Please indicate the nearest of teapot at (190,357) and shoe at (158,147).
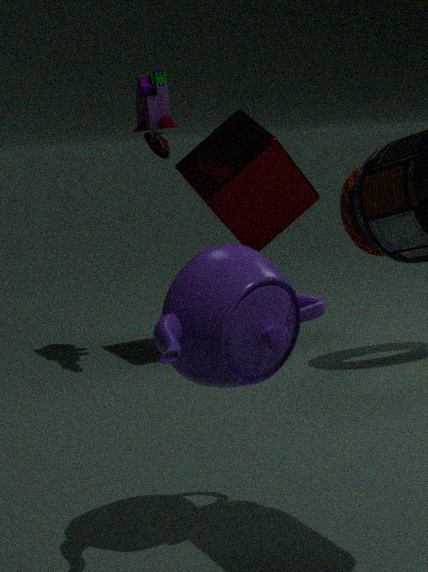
teapot at (190,357)
